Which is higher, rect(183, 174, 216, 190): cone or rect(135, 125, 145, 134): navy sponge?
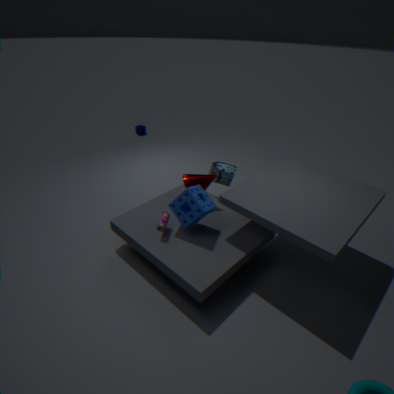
rect(183, 174, 216, 190): cone
